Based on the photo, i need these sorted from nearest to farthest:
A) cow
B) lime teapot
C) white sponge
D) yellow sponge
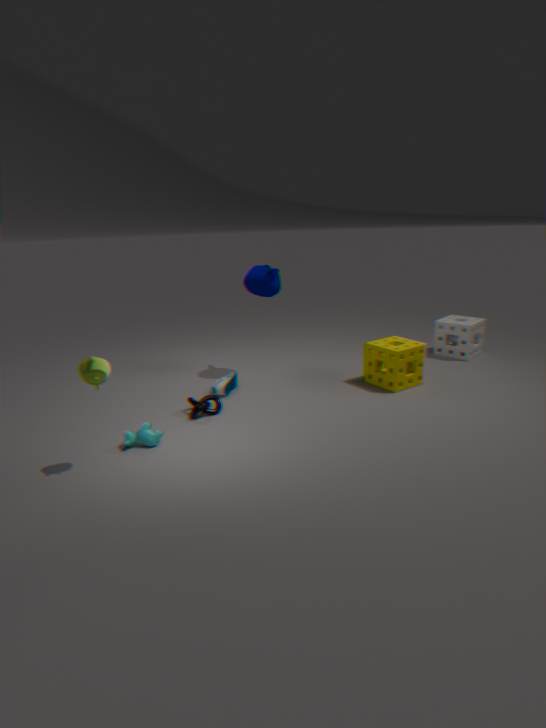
lime teapot
cow
yellow sponge
white sponge
